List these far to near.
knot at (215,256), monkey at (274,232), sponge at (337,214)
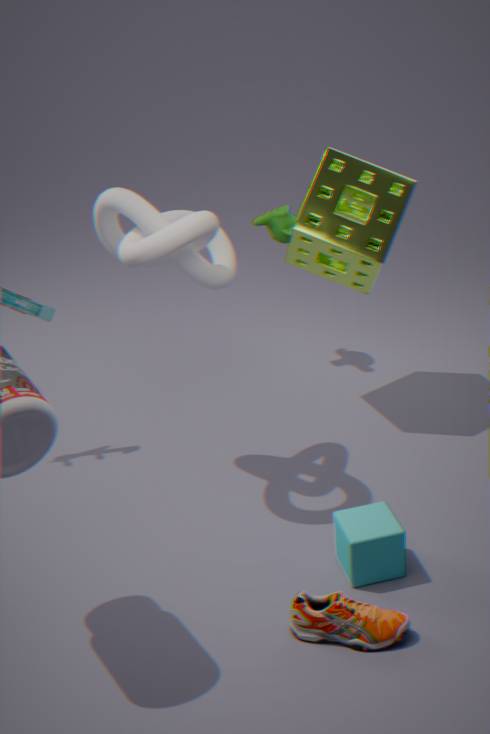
monkey at (274,232), sponge at (337,214), knot at (215,256)
